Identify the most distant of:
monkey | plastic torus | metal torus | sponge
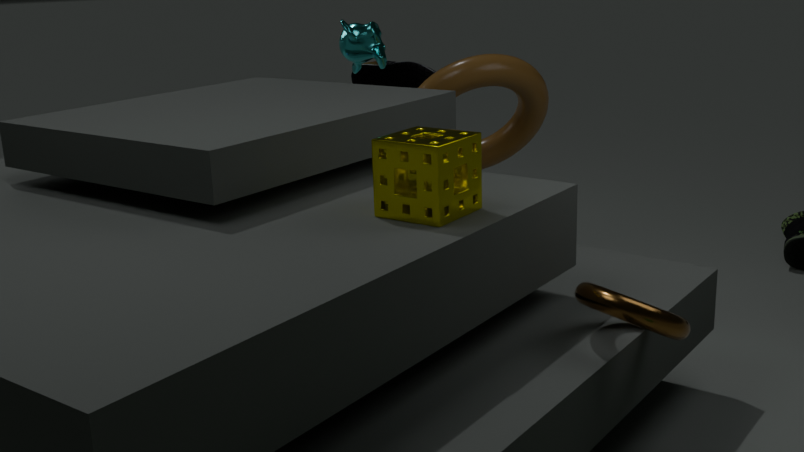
monkey
